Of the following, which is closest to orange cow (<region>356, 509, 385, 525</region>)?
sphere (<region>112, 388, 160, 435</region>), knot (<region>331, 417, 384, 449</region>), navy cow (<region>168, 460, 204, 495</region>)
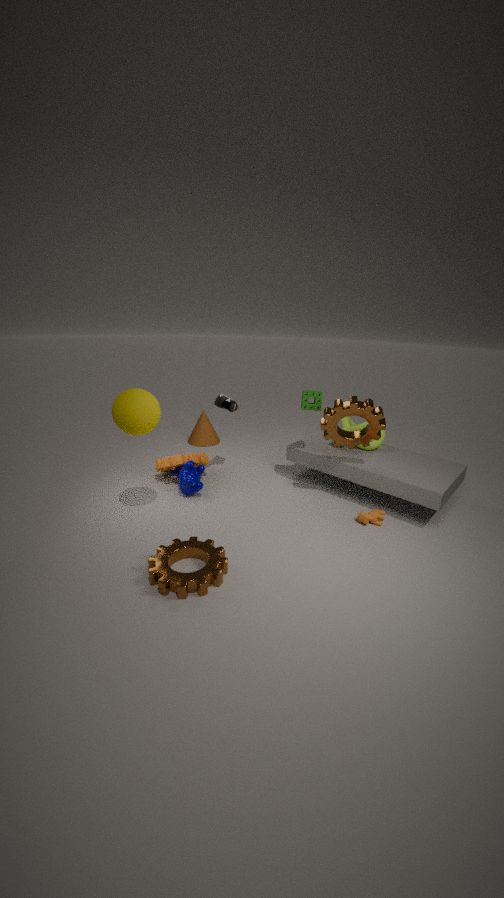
knot (<region>331, 417, 384, 449</region>)
